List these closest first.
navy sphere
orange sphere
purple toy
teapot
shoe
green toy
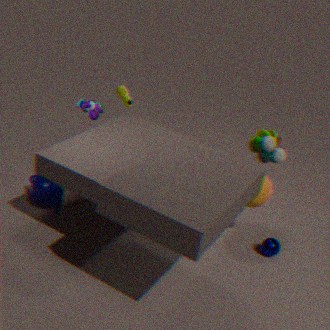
orange sphere
navy sphere
green toy
teapot
purple toy
shoe
